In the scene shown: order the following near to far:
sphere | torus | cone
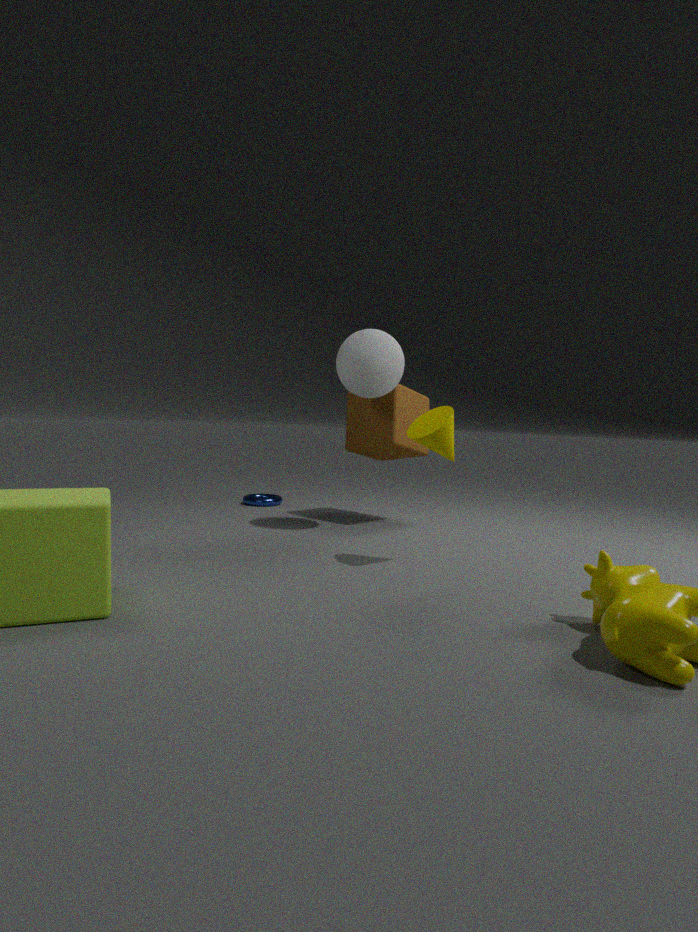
cone < sphere < torus
